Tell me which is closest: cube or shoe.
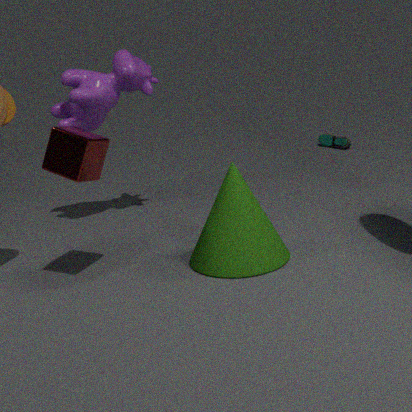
cube
